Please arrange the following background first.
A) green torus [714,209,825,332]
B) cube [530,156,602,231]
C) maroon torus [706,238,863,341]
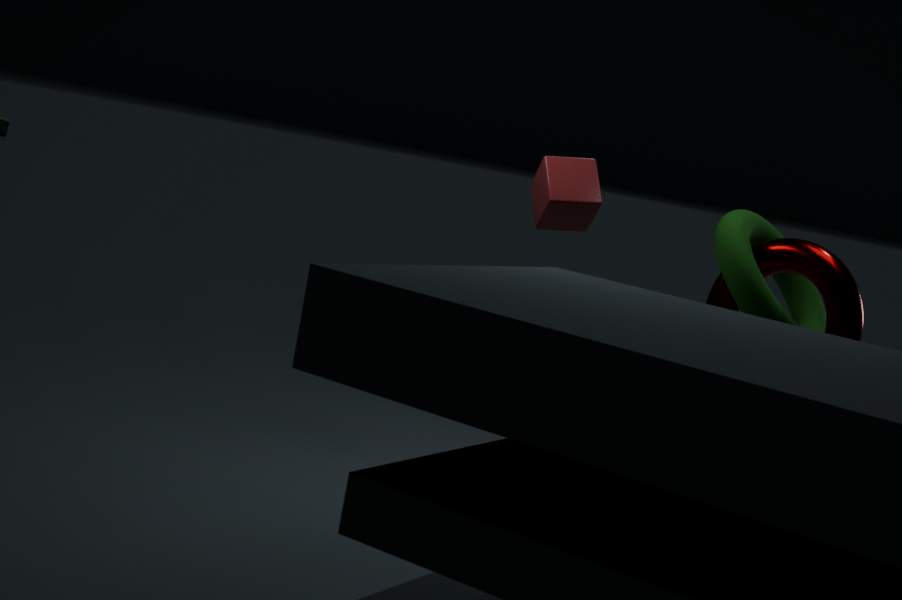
cube [530,156,602,231] → green torus [714,209,825,332] → maroon torus [706,238,863,341]
